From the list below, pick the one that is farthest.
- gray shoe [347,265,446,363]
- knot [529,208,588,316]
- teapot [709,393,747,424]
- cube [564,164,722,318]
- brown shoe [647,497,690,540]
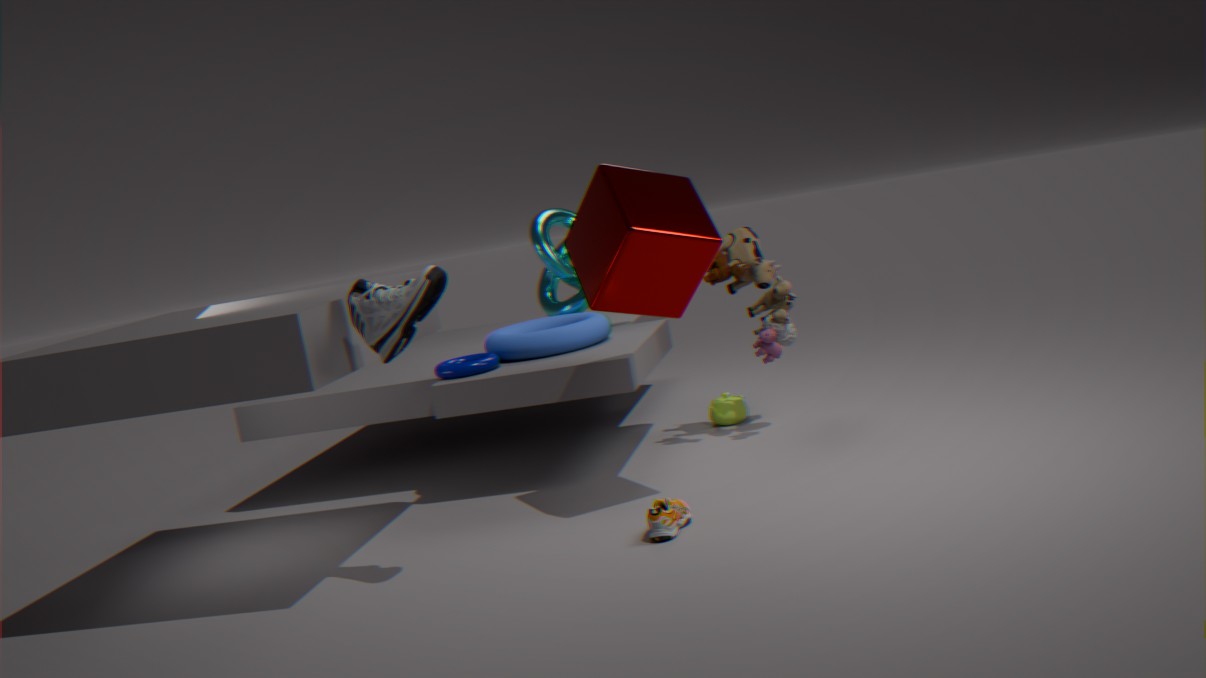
knot [529,208,588,316]
